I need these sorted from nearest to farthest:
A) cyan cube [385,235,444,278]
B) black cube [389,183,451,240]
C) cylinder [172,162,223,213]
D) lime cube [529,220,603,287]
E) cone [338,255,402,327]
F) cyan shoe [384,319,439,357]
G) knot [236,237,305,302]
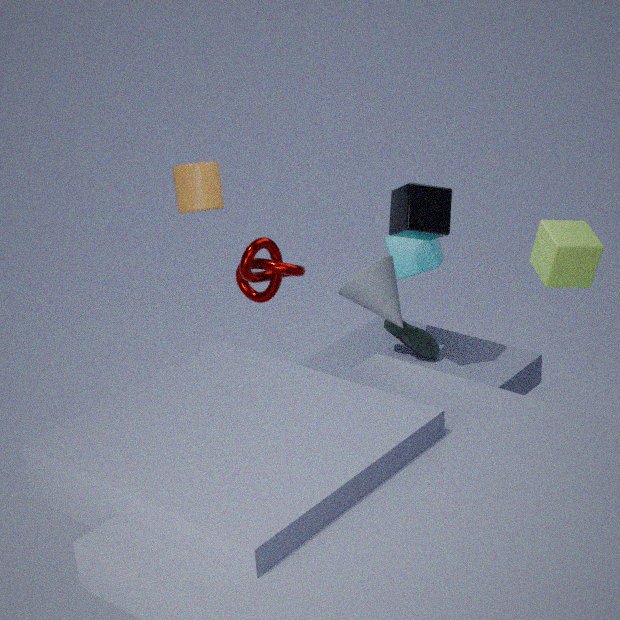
cone [338,255,402,327], lime cube [529,220,603,287], knot [236,237,305,302], black cube [389,183,451,240], cylinder [172,162,223,213], cyan cube [385,235,444,278], cyan shoe [384,319,439,357]
